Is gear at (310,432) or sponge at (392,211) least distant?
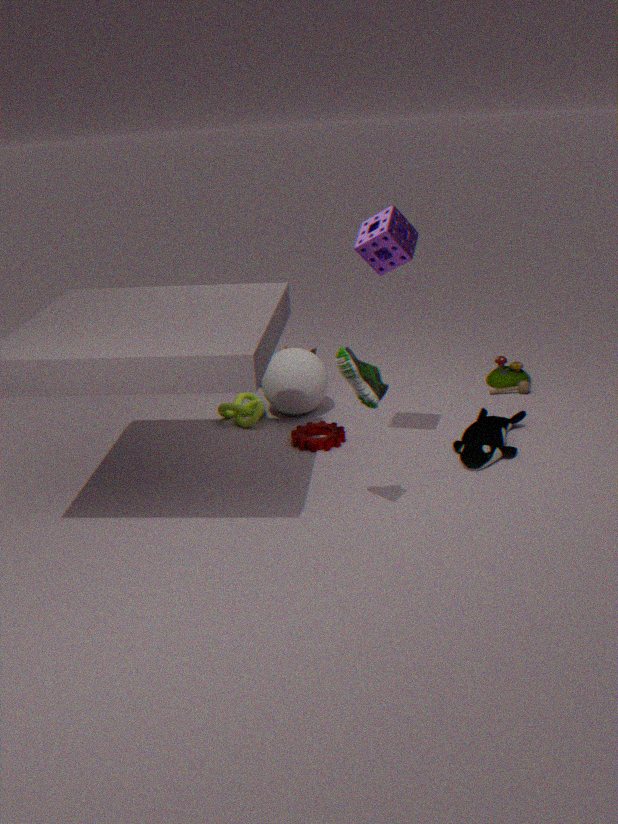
sponge at (392,211)
